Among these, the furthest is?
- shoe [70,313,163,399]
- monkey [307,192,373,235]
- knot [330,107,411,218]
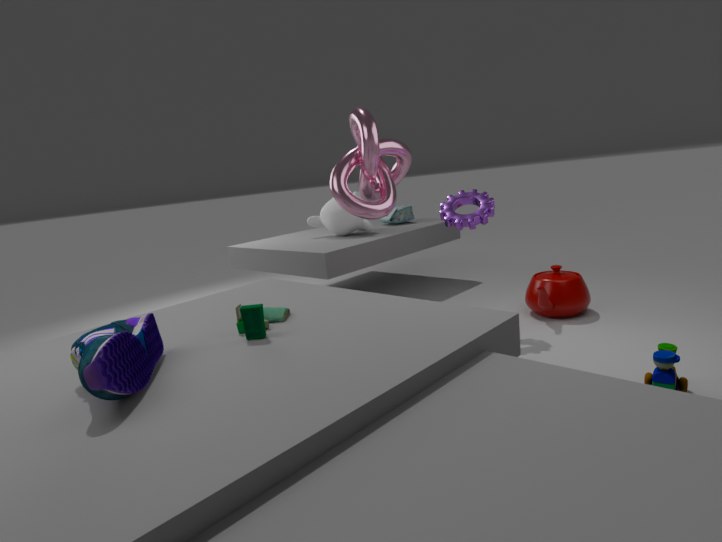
monkey [307,192,373,235]
